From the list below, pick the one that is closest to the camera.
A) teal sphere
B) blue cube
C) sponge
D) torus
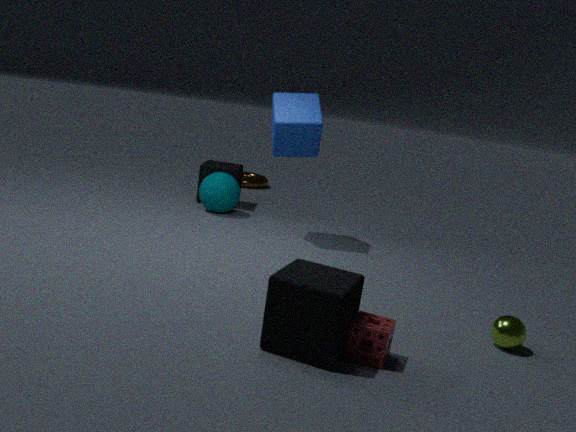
sponge
